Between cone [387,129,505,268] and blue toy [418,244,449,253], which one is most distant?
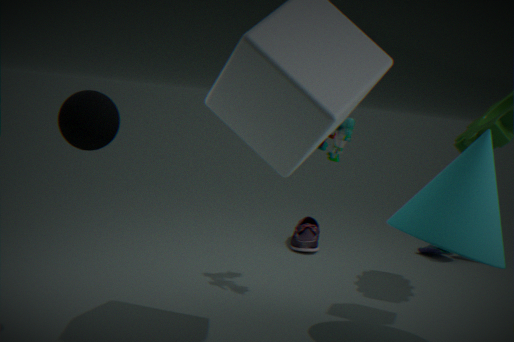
blue toy [418,244,449,253]
